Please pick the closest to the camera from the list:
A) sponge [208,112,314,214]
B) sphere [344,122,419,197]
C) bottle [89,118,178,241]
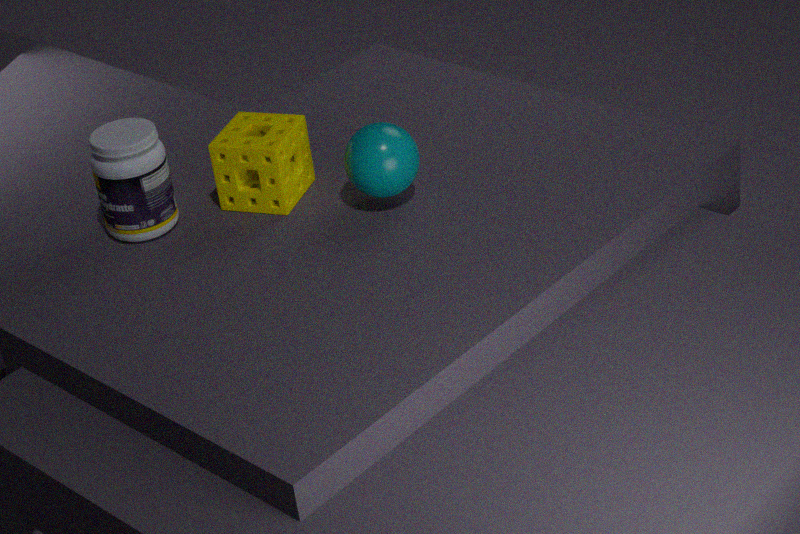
bottle [89,118,178,241]
